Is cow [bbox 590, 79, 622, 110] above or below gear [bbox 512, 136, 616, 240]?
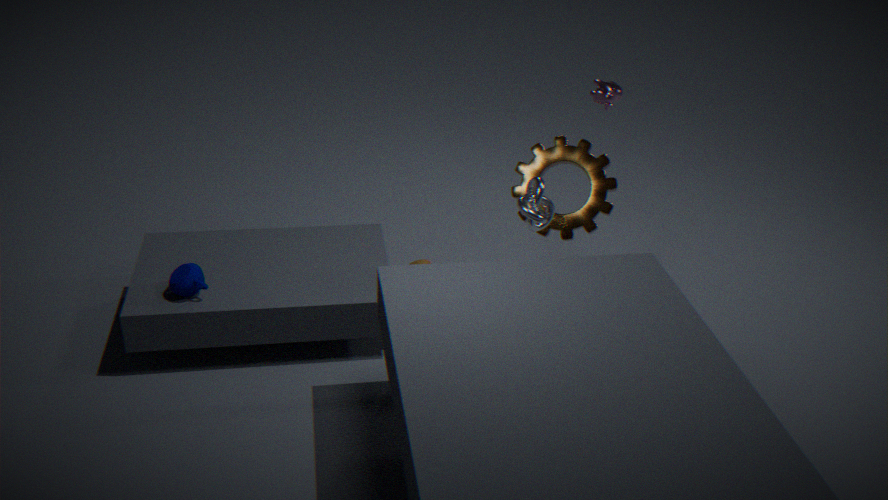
above
